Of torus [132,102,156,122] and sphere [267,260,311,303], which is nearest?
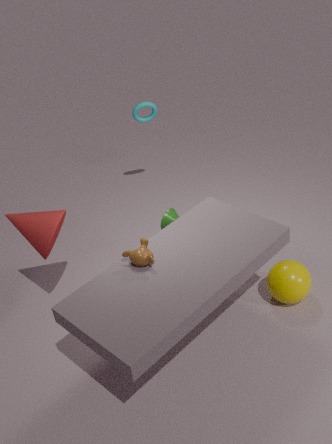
sphere [267,260,311,303]
